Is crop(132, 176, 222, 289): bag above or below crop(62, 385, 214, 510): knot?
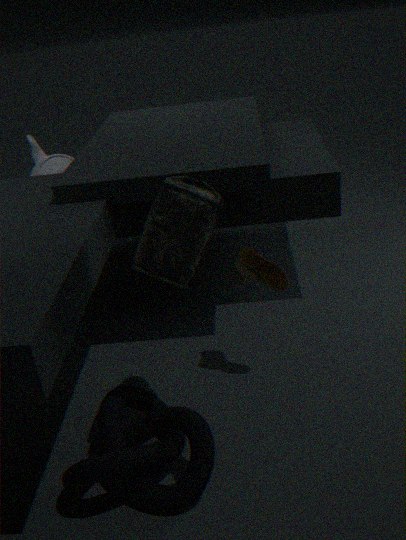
above
